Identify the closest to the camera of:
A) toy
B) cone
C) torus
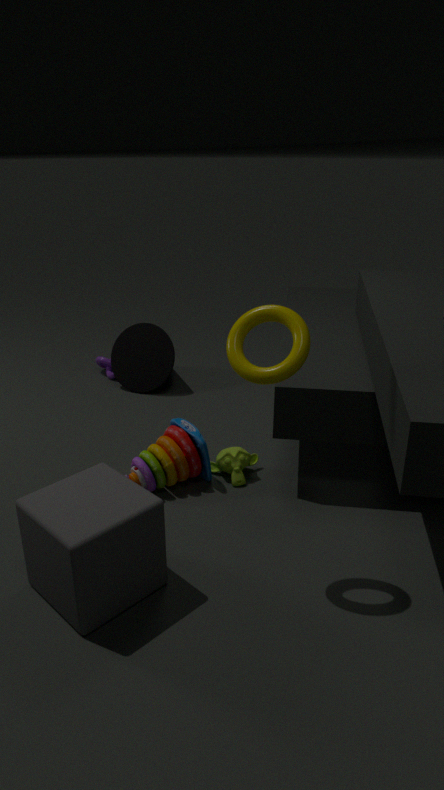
torus
